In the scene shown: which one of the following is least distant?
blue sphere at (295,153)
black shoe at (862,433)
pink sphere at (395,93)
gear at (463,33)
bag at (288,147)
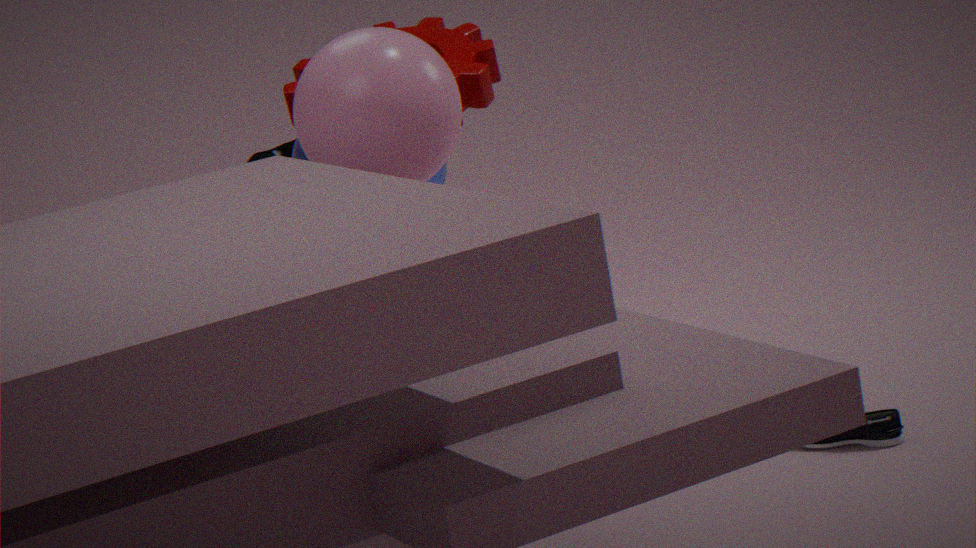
pink sphere at (395,93)
